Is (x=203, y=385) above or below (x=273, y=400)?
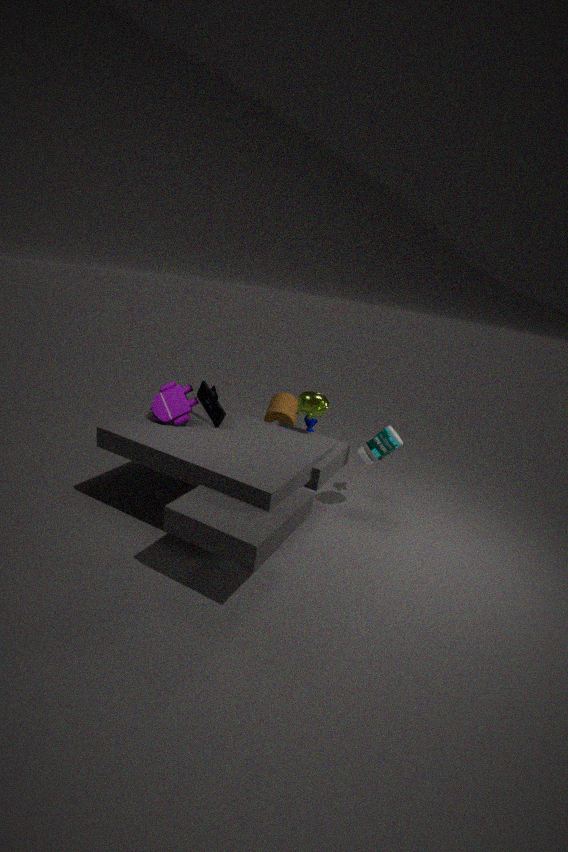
above
